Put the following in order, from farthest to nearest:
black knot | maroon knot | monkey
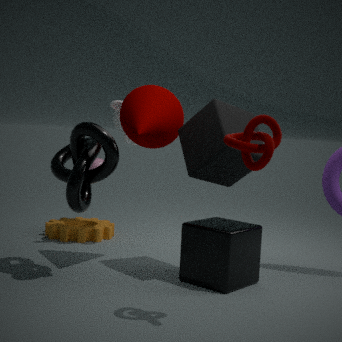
monkey, black knot, maroon knot
